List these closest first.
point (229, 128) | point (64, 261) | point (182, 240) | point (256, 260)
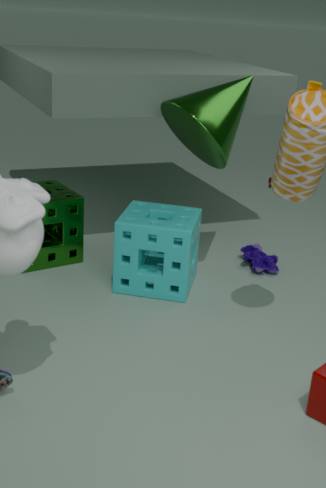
point (182, 240)
point (229, 128)
point (64, 261)
point (256, 260)
